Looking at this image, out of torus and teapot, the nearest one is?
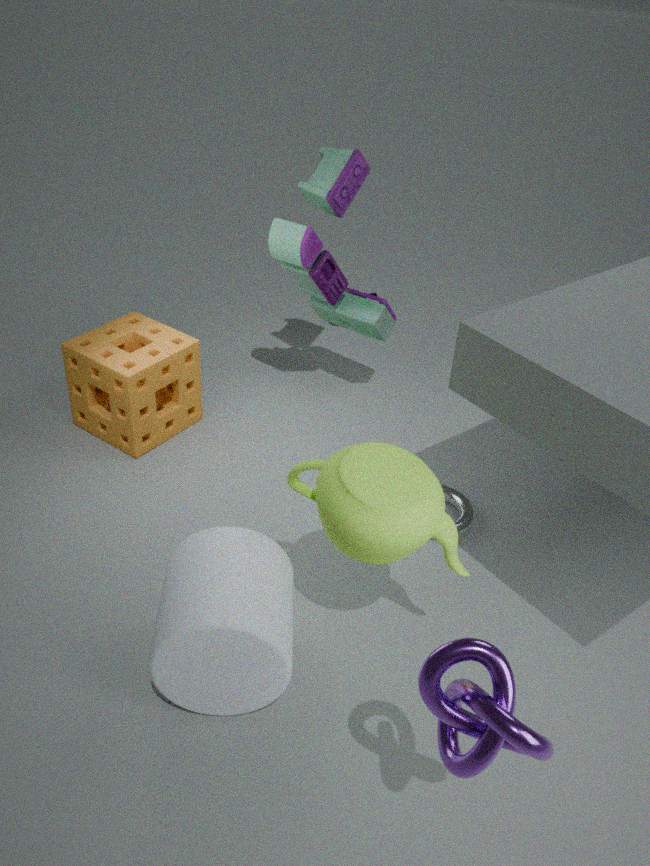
teapot
